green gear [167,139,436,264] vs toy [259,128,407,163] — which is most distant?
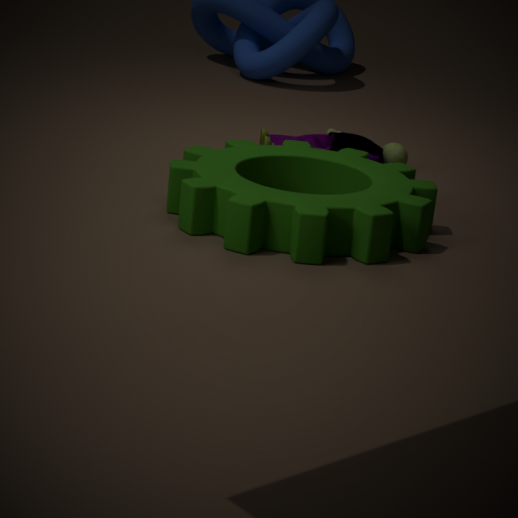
toy [259,128,407,163]
